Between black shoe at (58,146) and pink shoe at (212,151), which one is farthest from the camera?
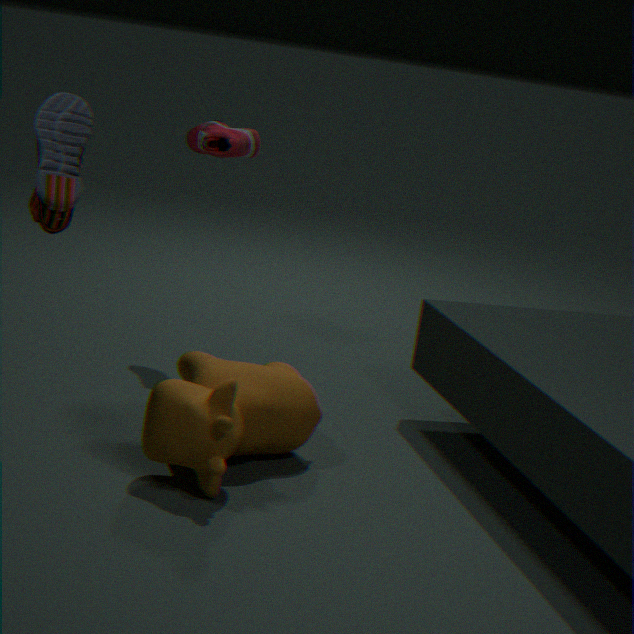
pink shoe at (212,151)
